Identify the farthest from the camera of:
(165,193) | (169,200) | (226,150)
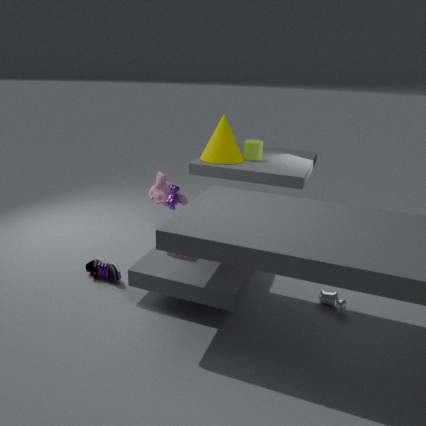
(165,193)
